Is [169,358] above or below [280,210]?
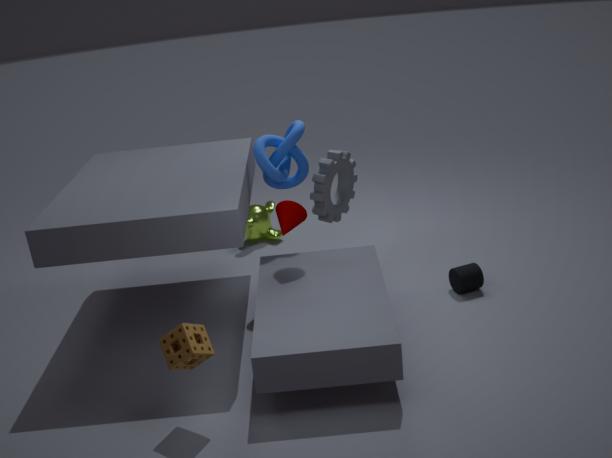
below
